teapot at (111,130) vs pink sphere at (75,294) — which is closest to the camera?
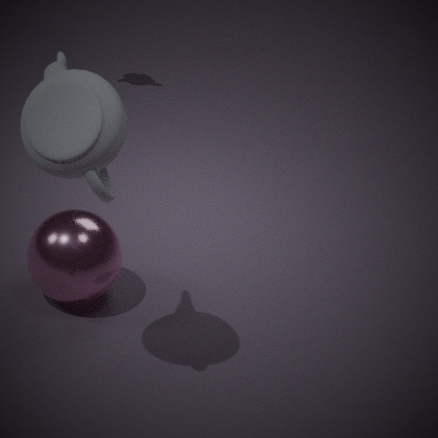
teapot at (111,130)
